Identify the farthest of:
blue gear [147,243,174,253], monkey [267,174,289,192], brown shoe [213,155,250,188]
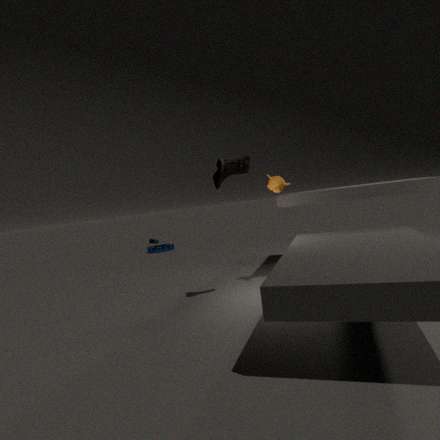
blue gear [147,243,174,253]
